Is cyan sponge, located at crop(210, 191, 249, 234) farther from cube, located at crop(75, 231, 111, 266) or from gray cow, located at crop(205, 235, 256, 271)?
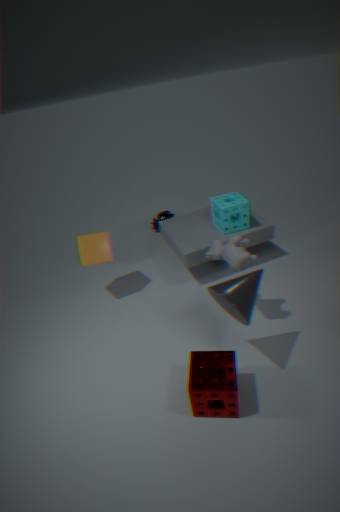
cube, located at crop(75, 231, 111, 266)
